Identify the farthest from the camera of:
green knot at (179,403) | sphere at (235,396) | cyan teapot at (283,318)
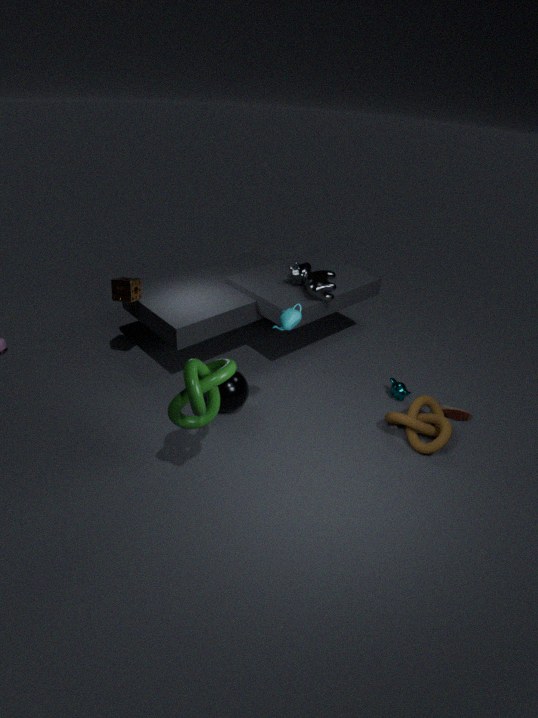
sphere at (235,396)
